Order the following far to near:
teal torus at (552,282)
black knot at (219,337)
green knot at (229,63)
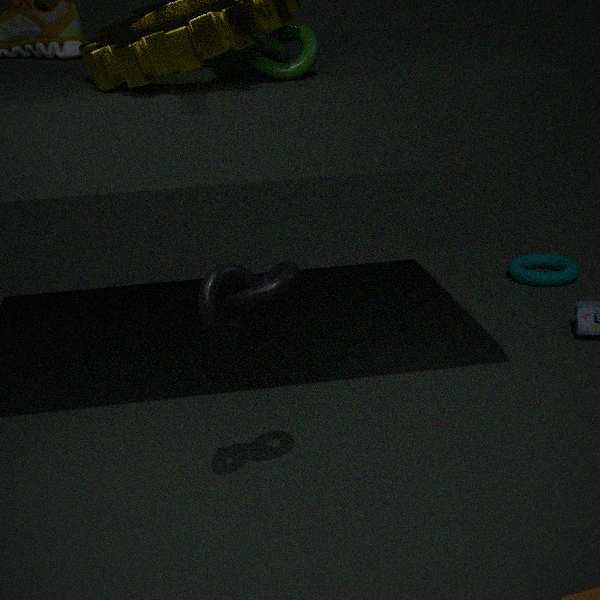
teal torus at (552,282) → green knot at (229,63) → black knot at (219,337)
